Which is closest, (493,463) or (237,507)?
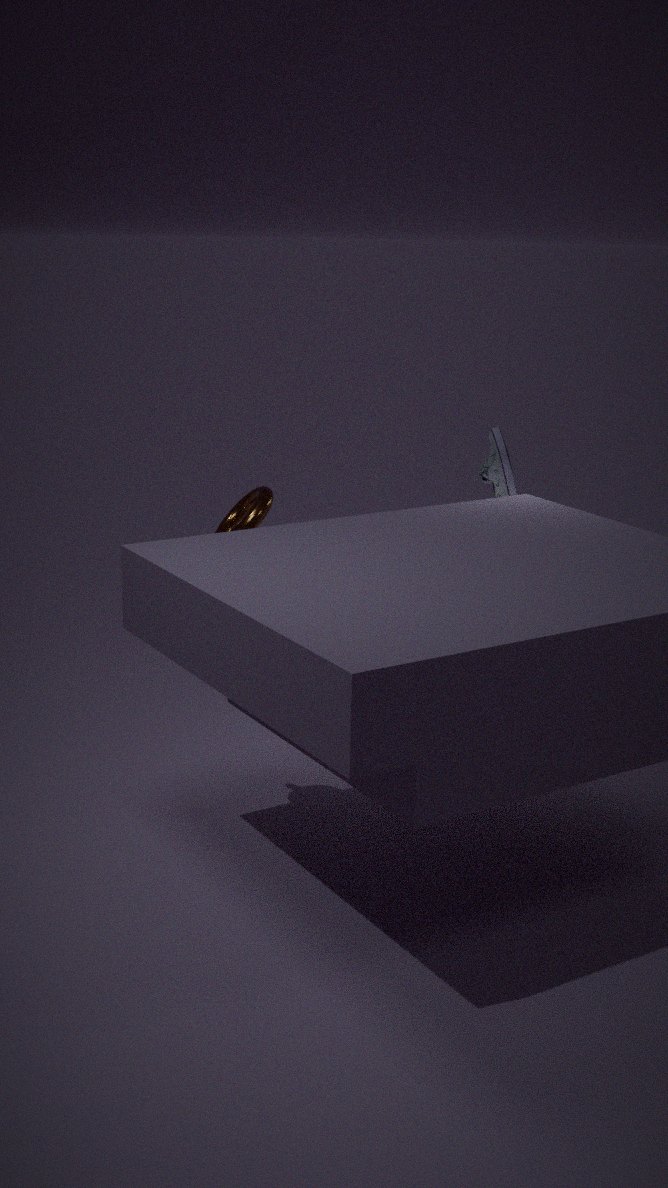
(237,507)
